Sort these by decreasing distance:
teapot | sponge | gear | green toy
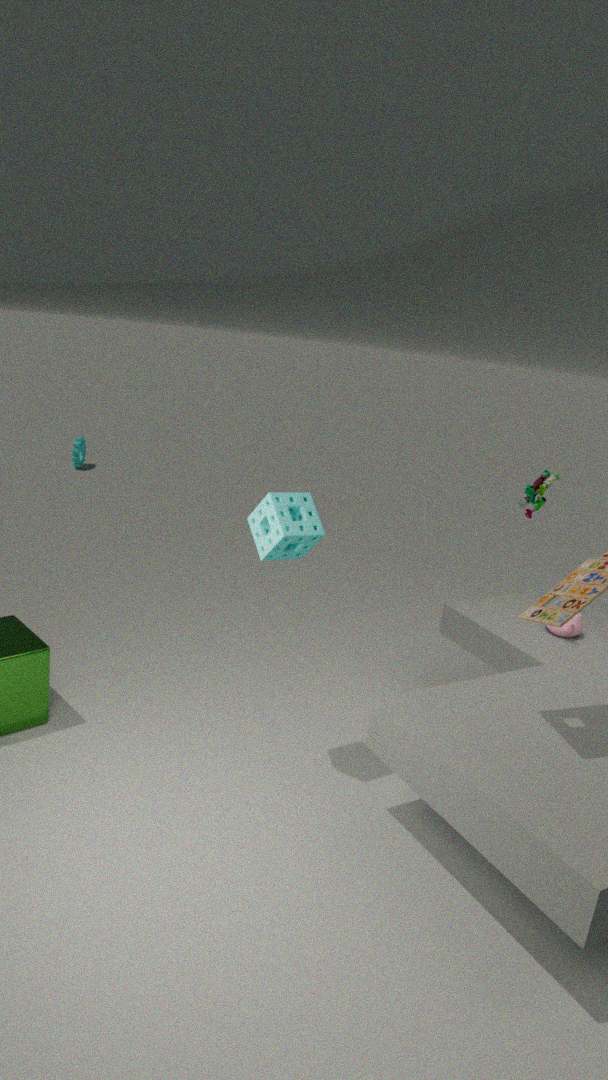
gear, green toy, teapot, sponge
